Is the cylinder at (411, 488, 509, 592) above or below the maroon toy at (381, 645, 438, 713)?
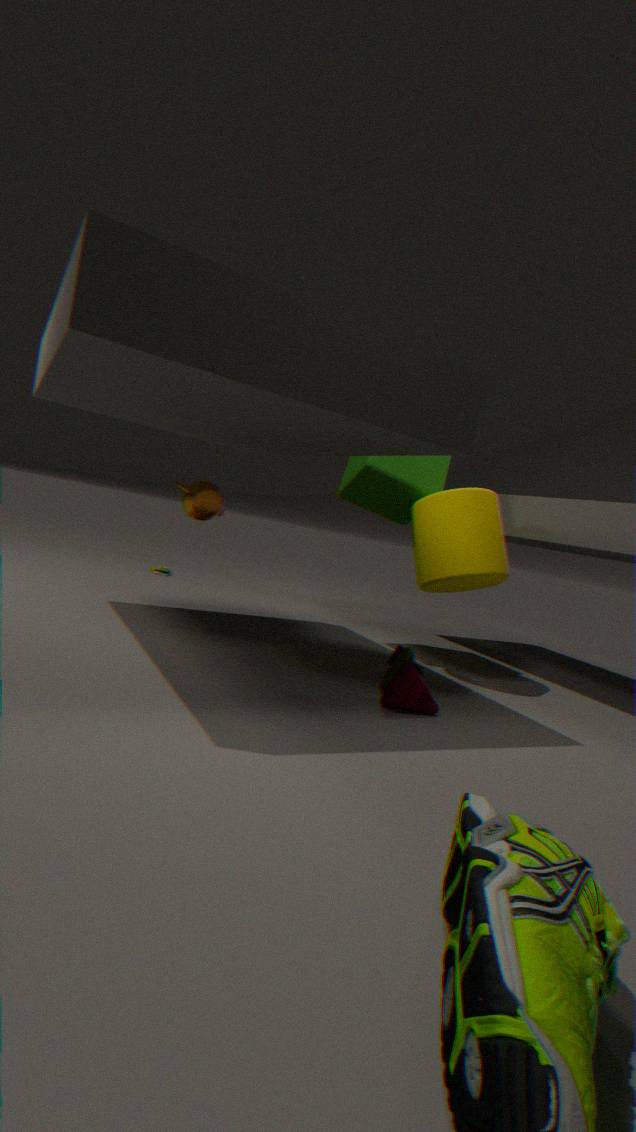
above
